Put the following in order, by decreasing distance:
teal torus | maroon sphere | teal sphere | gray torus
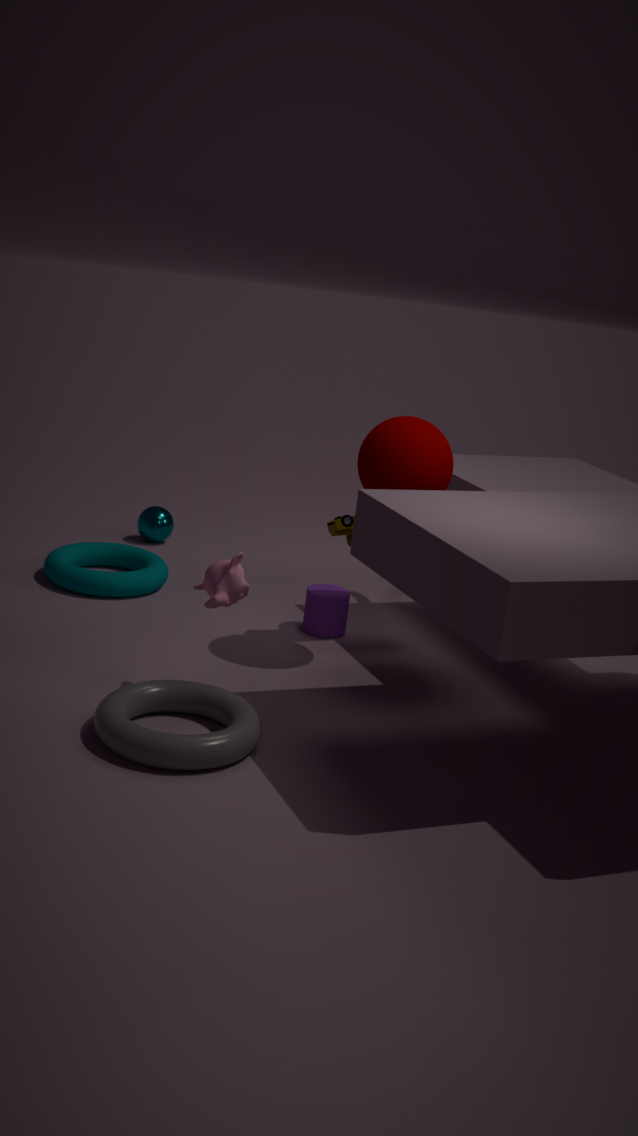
teal sphere < teal torus < maroon sphere < gray torus
